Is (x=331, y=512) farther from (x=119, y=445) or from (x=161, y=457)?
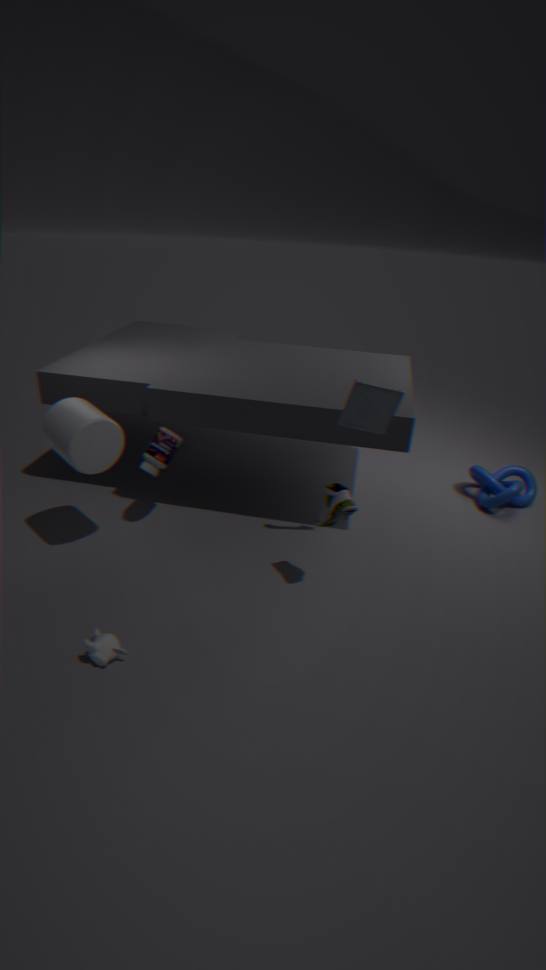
(x=119, y=445)
